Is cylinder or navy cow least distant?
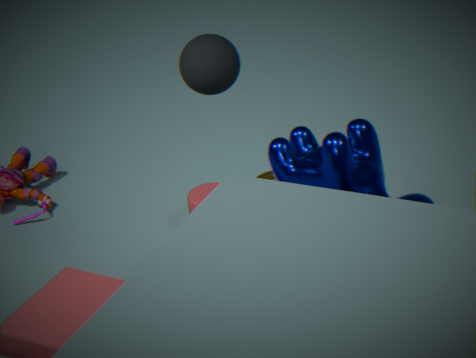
navy cow
